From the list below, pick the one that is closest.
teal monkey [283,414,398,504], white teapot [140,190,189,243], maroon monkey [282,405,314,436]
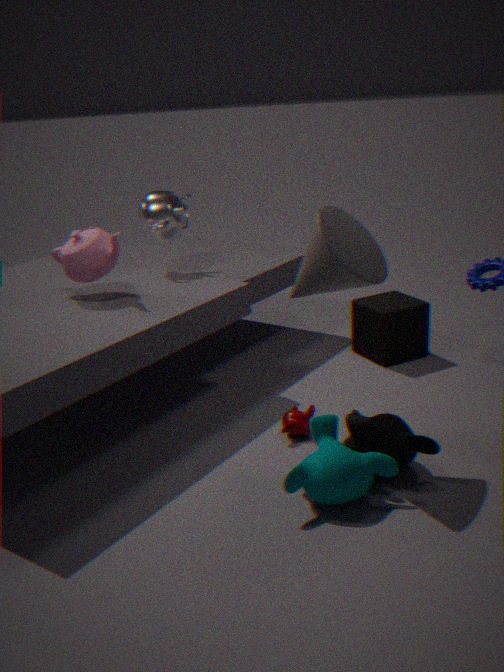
teal monkey [283,414,398,504]
